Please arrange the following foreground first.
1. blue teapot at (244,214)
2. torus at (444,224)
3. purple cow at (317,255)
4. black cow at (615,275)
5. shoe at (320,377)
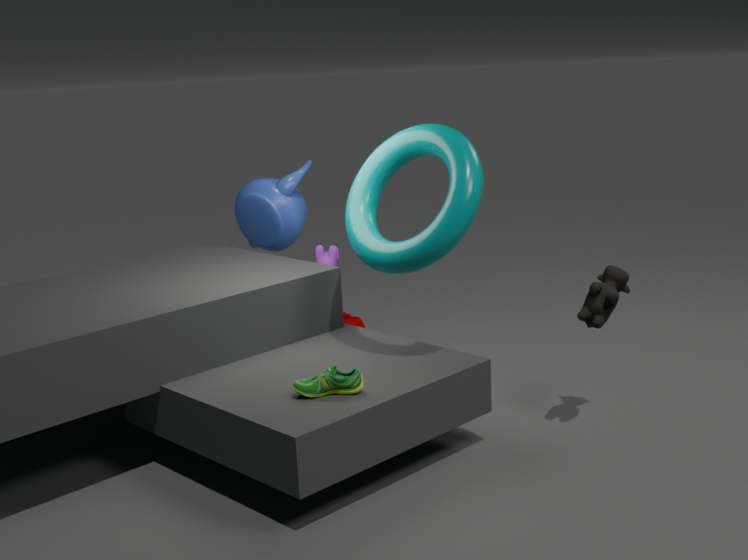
shoe at (320,377), torus at (444,224), black cow at (615,275), purple cow at (317,255), blue teapot at (244,214)
